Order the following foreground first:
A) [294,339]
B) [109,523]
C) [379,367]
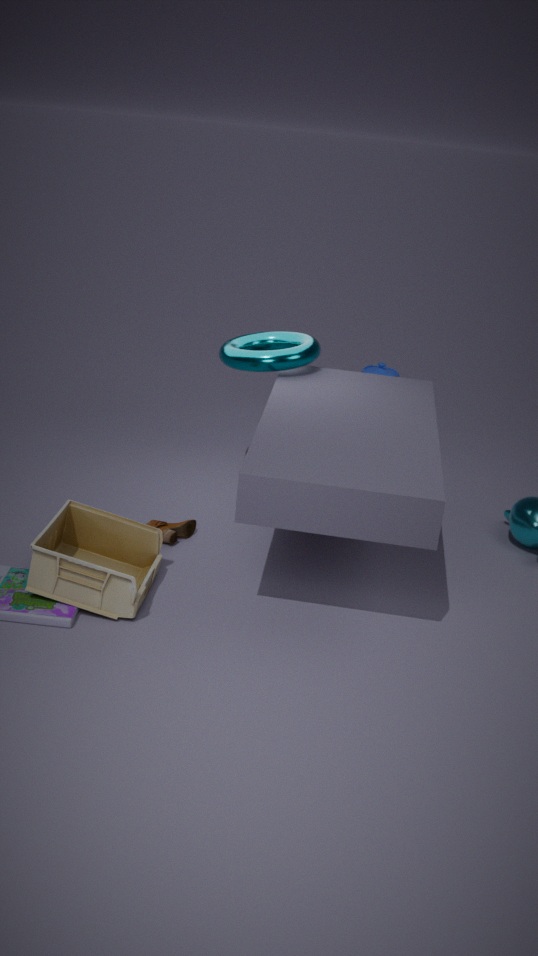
[109,523] < [294,339] < [379,367]
